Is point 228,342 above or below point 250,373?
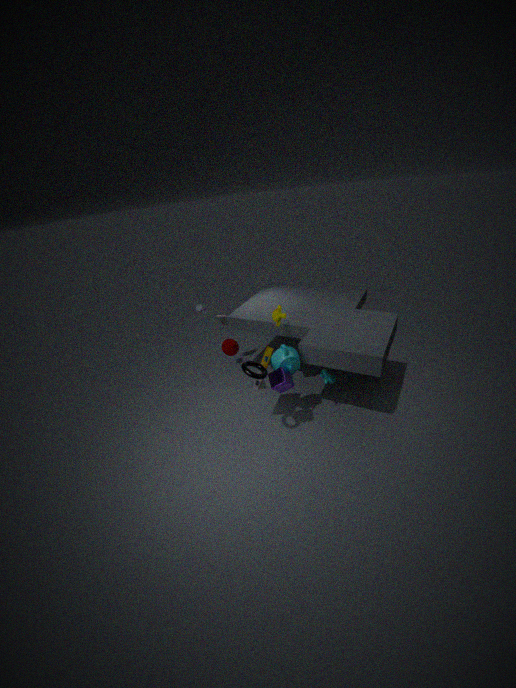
below
